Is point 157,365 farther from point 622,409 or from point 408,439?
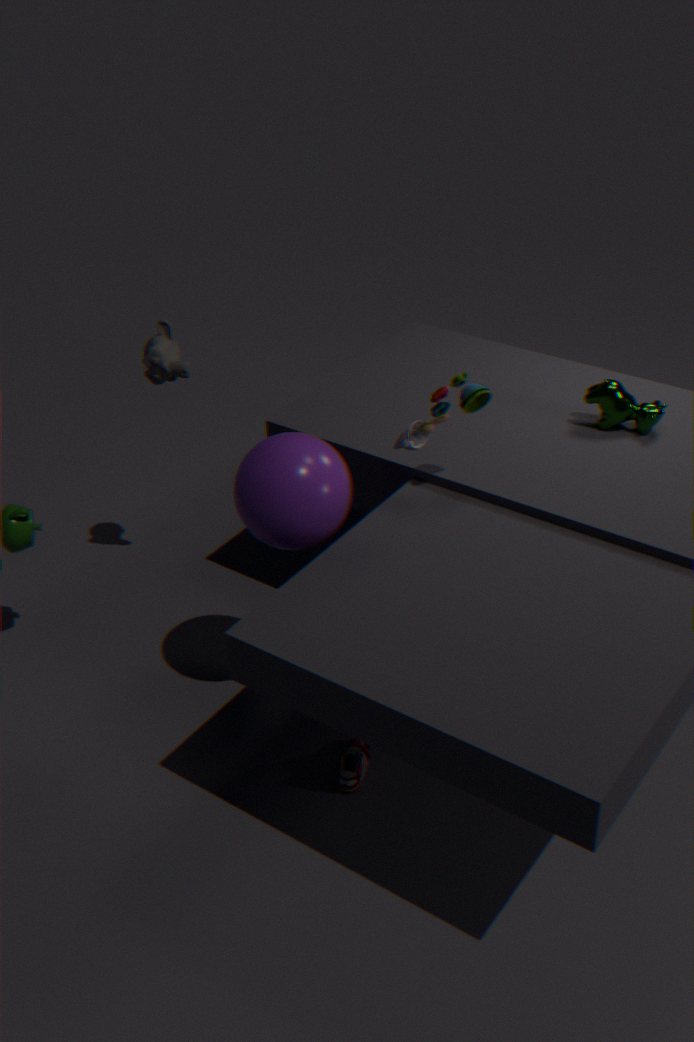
point 622,409
